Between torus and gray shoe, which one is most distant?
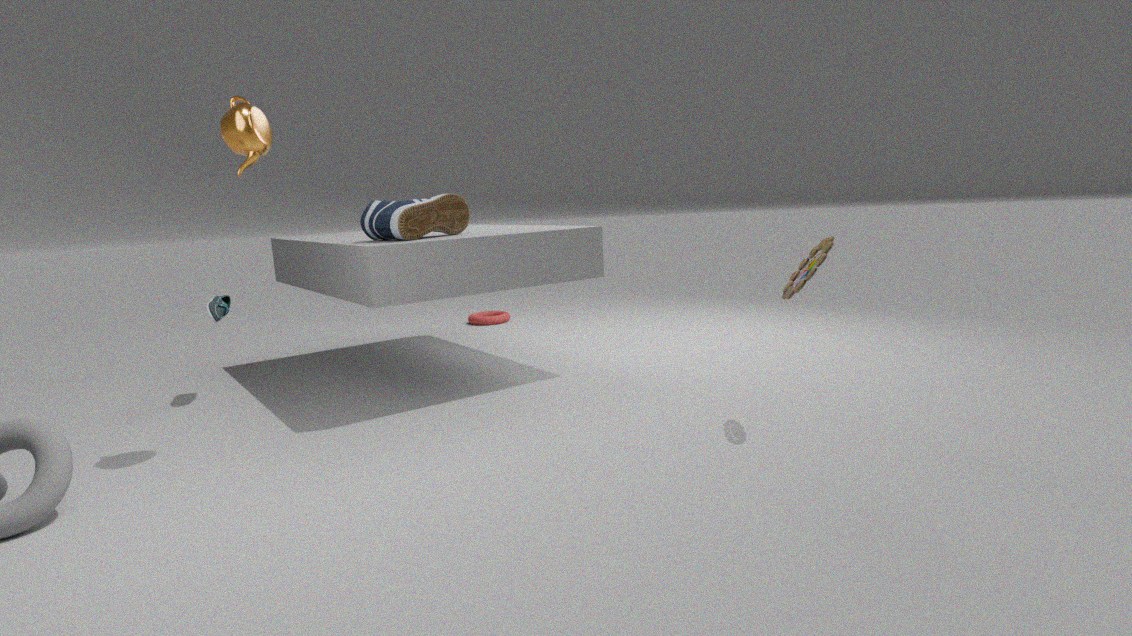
torus
